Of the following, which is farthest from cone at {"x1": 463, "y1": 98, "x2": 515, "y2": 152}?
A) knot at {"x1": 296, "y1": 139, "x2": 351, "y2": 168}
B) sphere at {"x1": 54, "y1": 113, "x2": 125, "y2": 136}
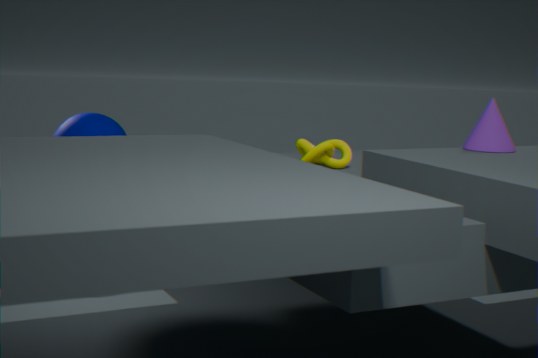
sphere at {"x1": 54, "y1": 113, "x2": 125, "y2": 136}
